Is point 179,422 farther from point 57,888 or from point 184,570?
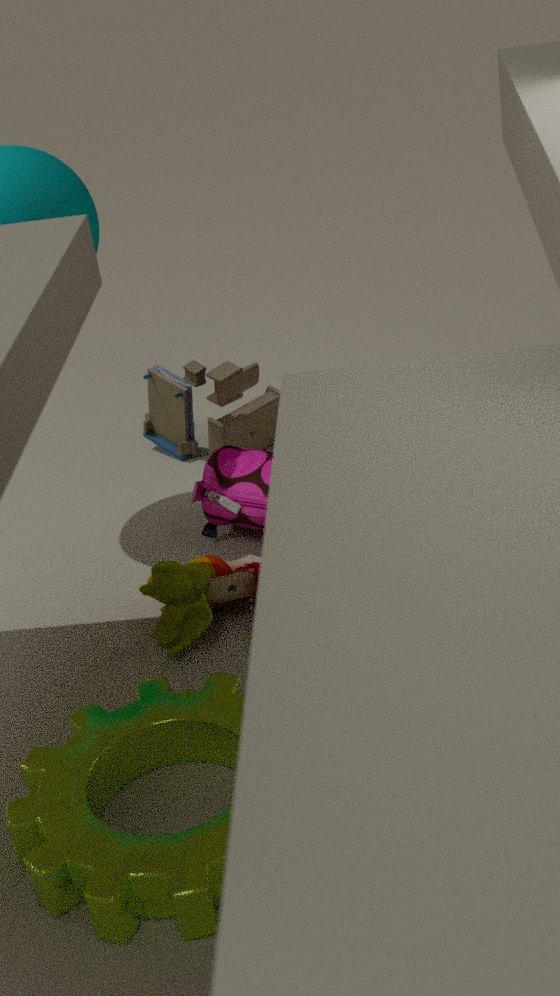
point 57,888
